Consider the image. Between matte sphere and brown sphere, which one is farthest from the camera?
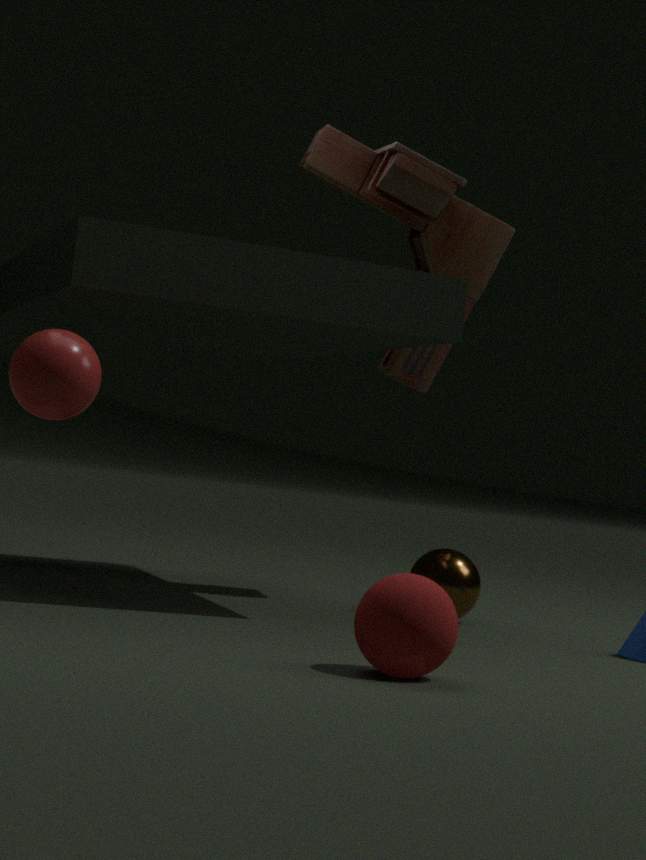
brown sphere
